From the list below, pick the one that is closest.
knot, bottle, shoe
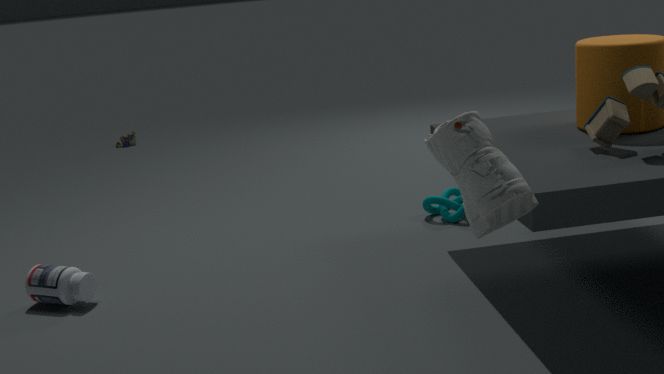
shoe
